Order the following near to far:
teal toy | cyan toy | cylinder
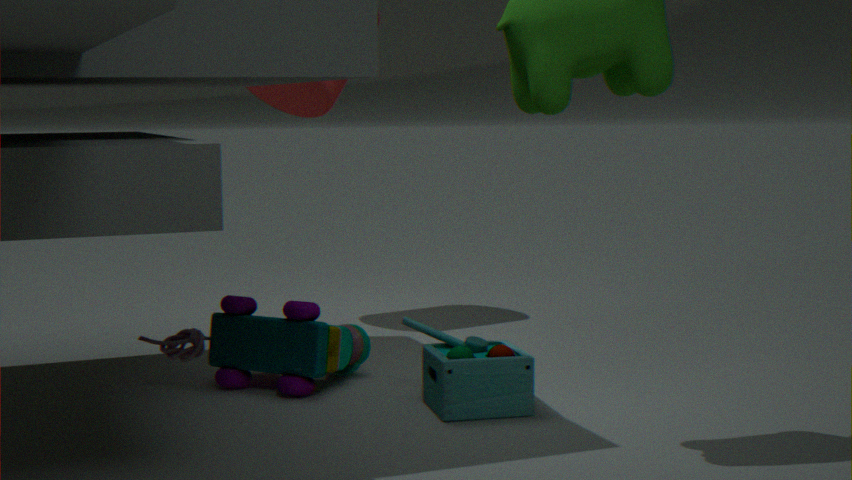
teal toy → cyan toy → cylinder
